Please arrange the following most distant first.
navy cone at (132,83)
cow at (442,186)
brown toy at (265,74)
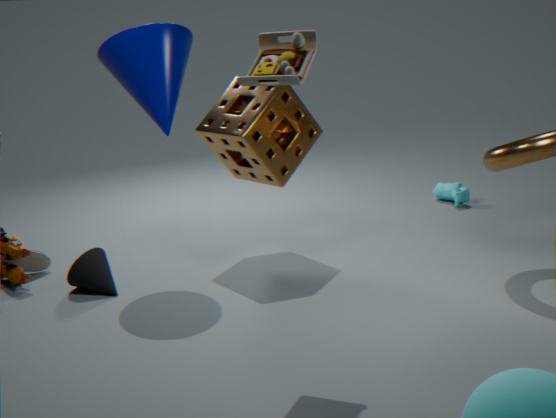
cow at (442,186) → navy cone at (132,83) → brown toy at (265,74)
